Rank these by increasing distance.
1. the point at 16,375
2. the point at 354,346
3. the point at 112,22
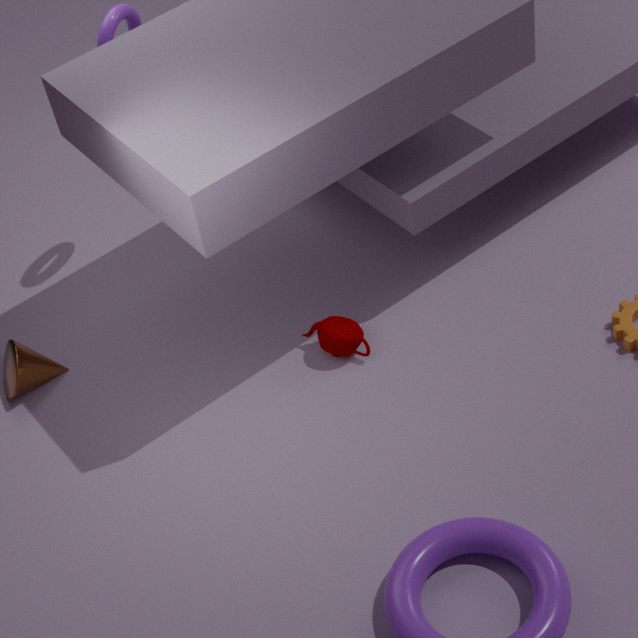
the point at 354,346 → the point at 112,22 → the point at 16,375
